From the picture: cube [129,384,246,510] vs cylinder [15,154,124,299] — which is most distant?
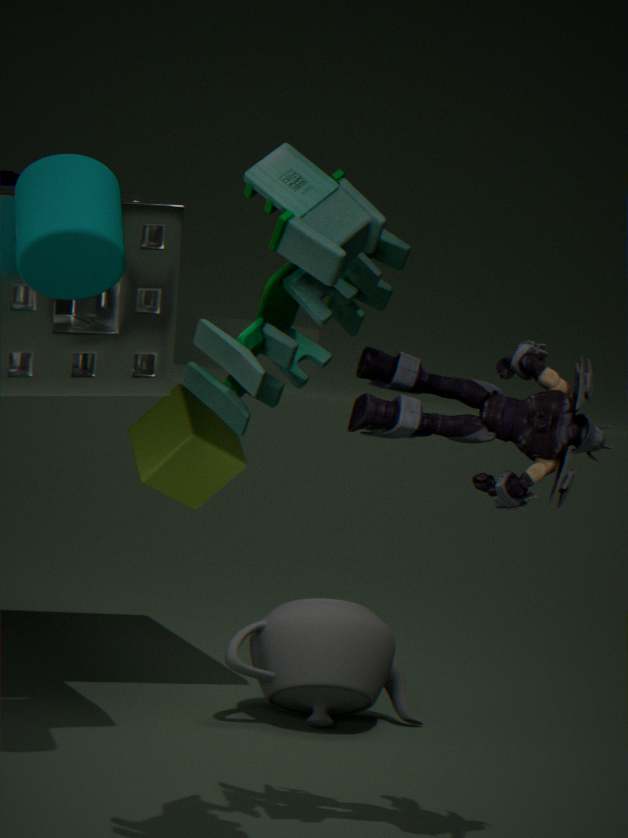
cube [129,384,246,510]
